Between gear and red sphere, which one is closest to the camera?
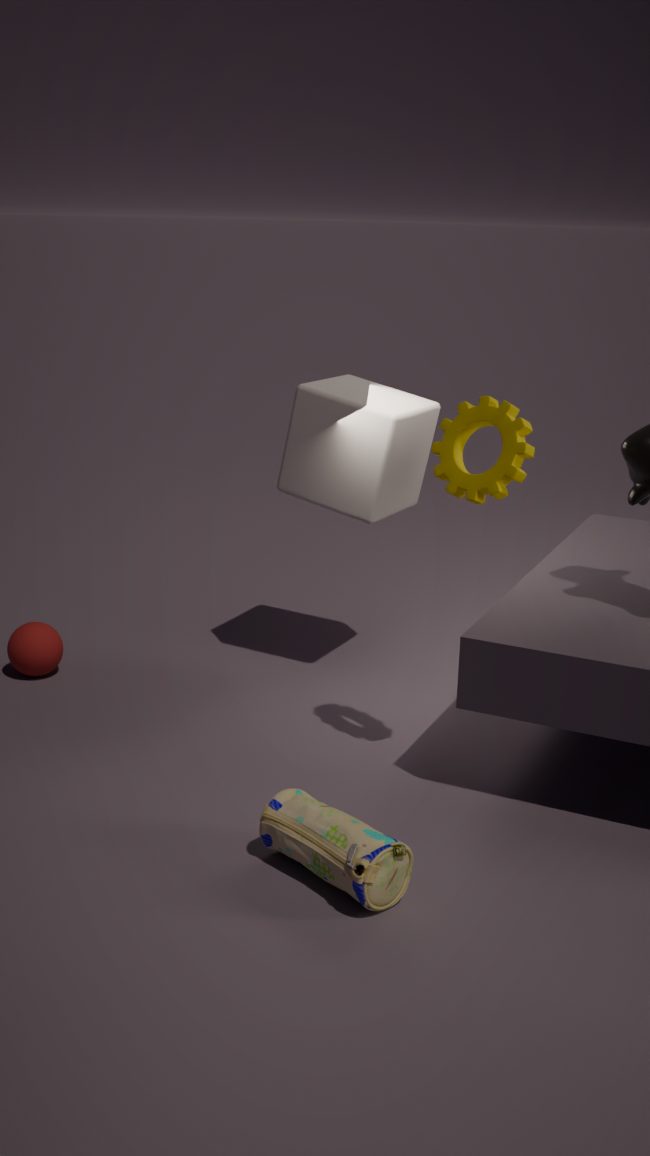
gear
